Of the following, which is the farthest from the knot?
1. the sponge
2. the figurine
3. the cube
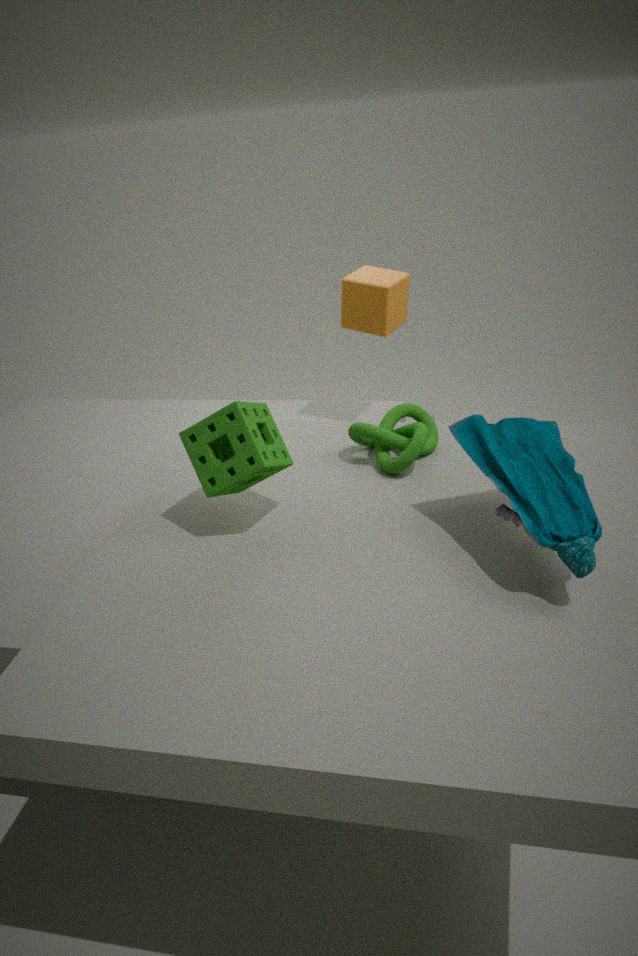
the cube
